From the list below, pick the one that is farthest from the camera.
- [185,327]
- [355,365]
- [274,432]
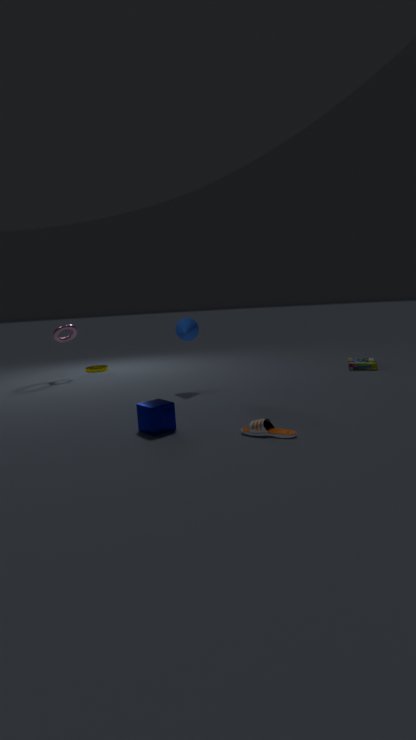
[355,365]
